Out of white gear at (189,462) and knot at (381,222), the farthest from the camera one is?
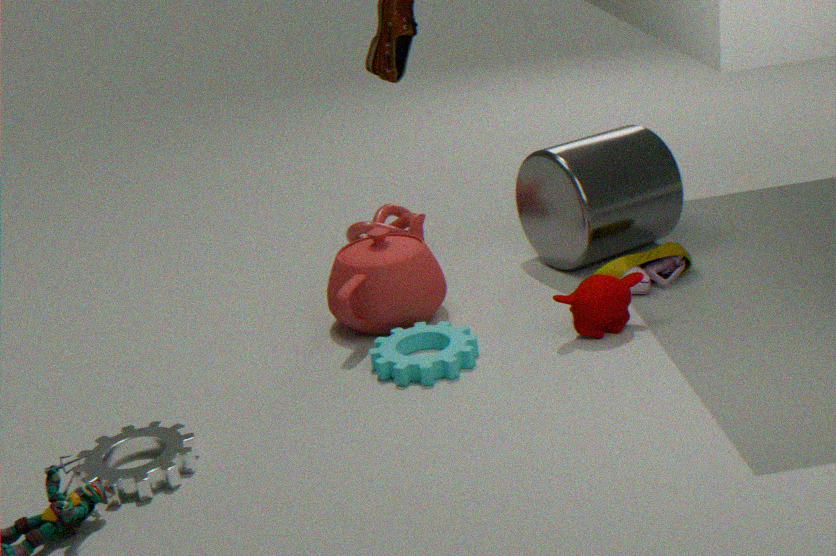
knot at (381,222)
